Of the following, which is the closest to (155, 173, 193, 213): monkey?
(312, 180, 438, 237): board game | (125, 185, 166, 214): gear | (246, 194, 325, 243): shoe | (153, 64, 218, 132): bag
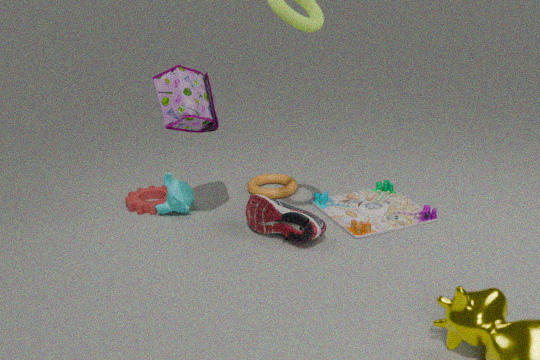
(125, 185, 166, 214): gear
